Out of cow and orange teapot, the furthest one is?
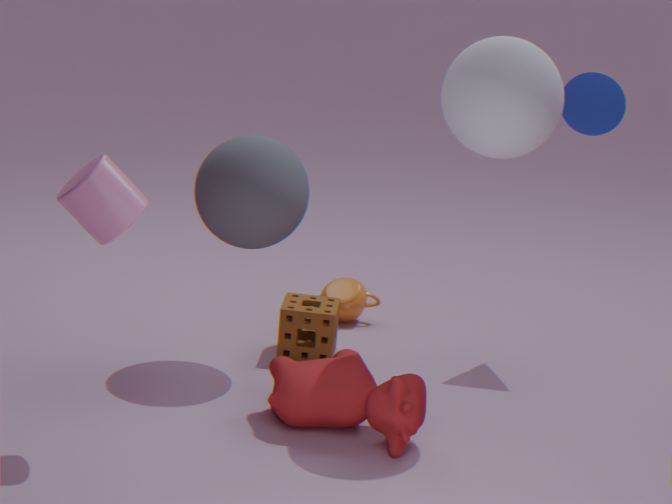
orange teapot
